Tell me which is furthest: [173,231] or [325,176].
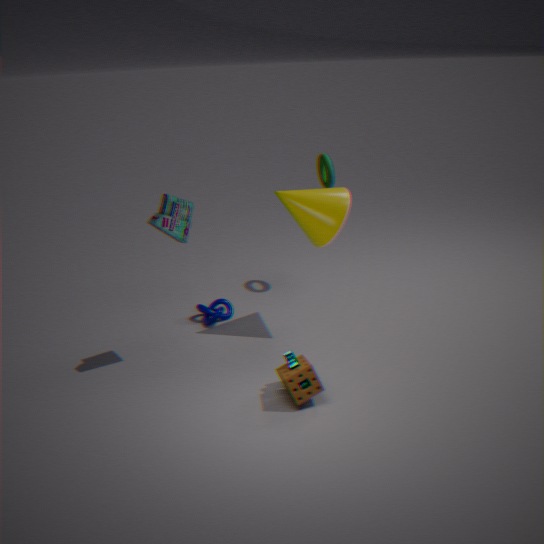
[325,176]
